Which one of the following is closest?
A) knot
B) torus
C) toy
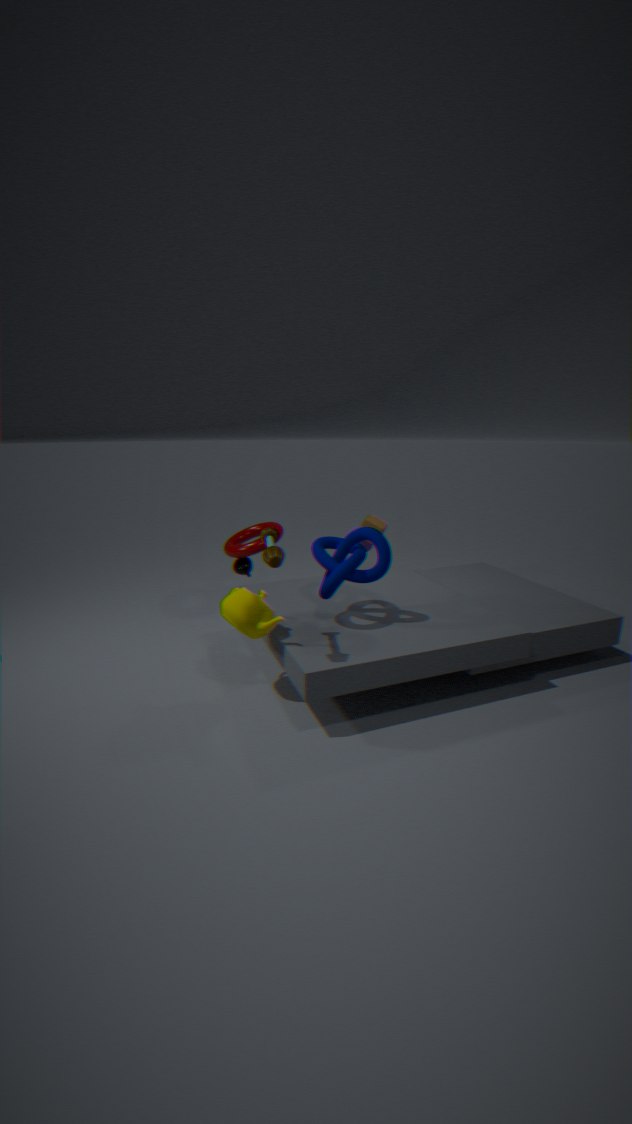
toy
